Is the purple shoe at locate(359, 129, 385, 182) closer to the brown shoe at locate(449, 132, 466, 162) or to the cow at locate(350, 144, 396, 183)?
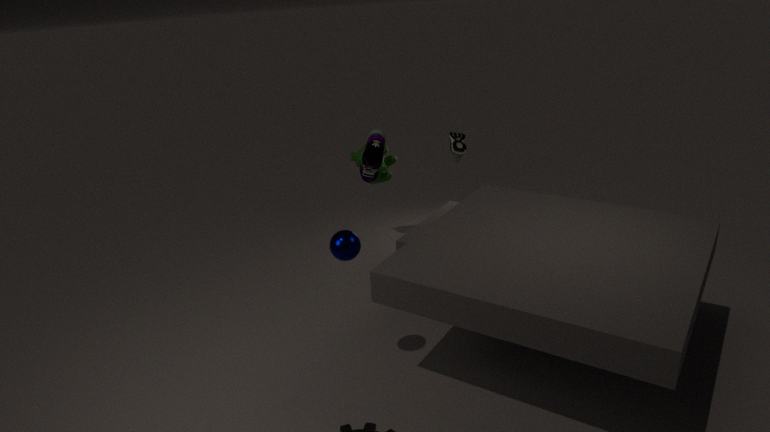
the cow at locate(350, 144, 396, 183)
